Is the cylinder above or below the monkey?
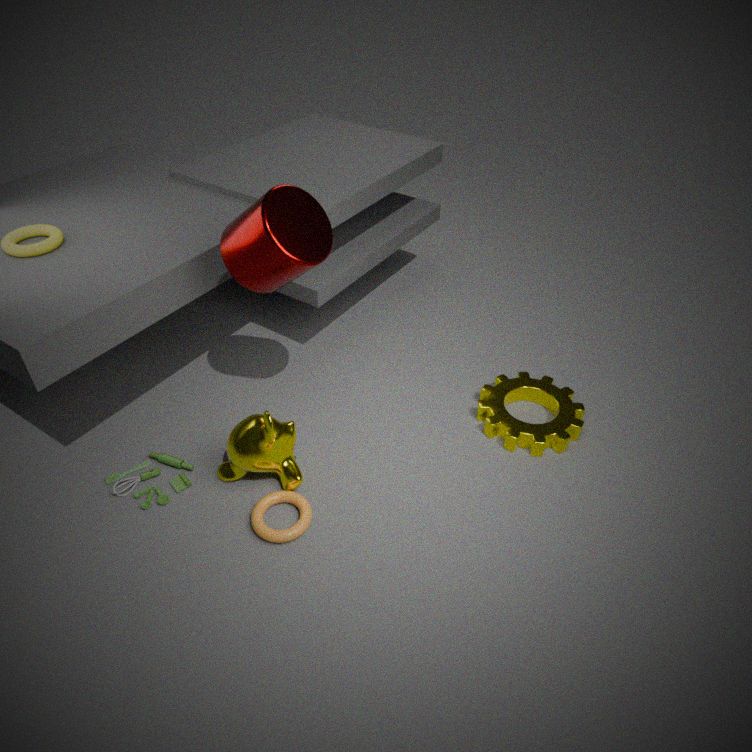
above
